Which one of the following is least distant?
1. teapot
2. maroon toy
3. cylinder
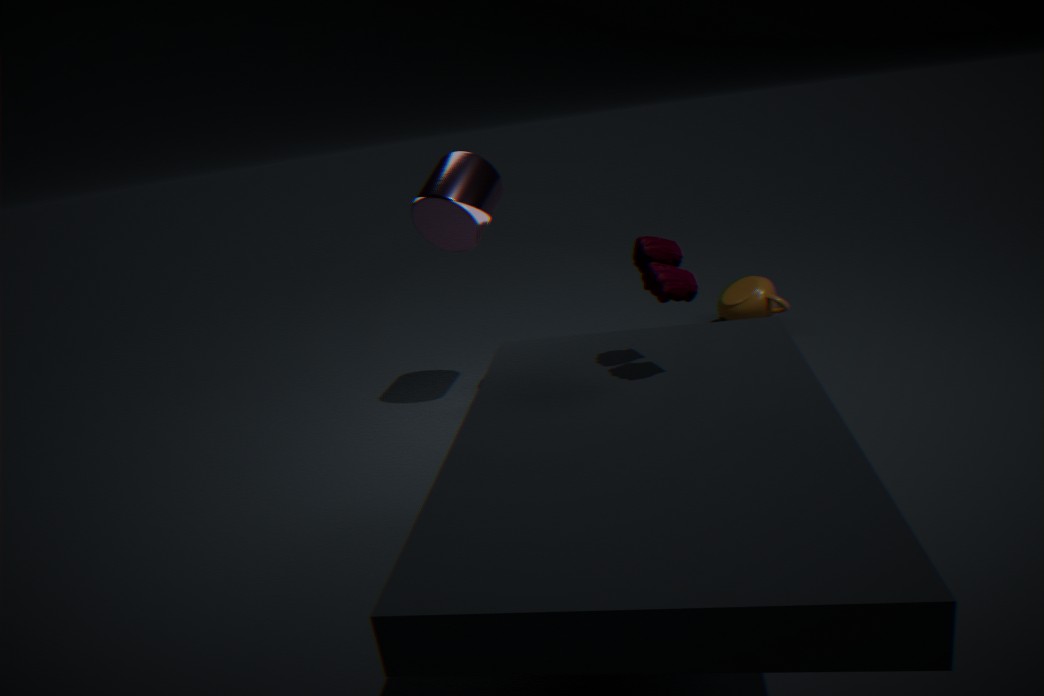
maroon toy
